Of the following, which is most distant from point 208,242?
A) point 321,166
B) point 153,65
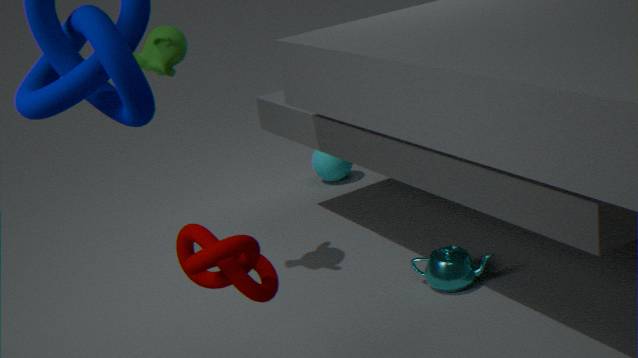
point 321,166
